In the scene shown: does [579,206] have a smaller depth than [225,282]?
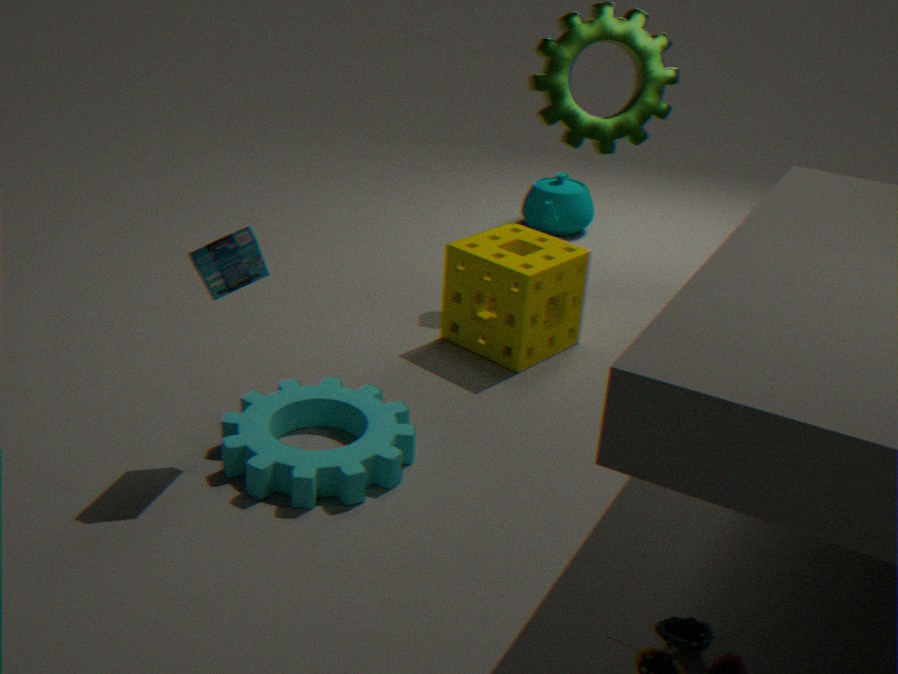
No
